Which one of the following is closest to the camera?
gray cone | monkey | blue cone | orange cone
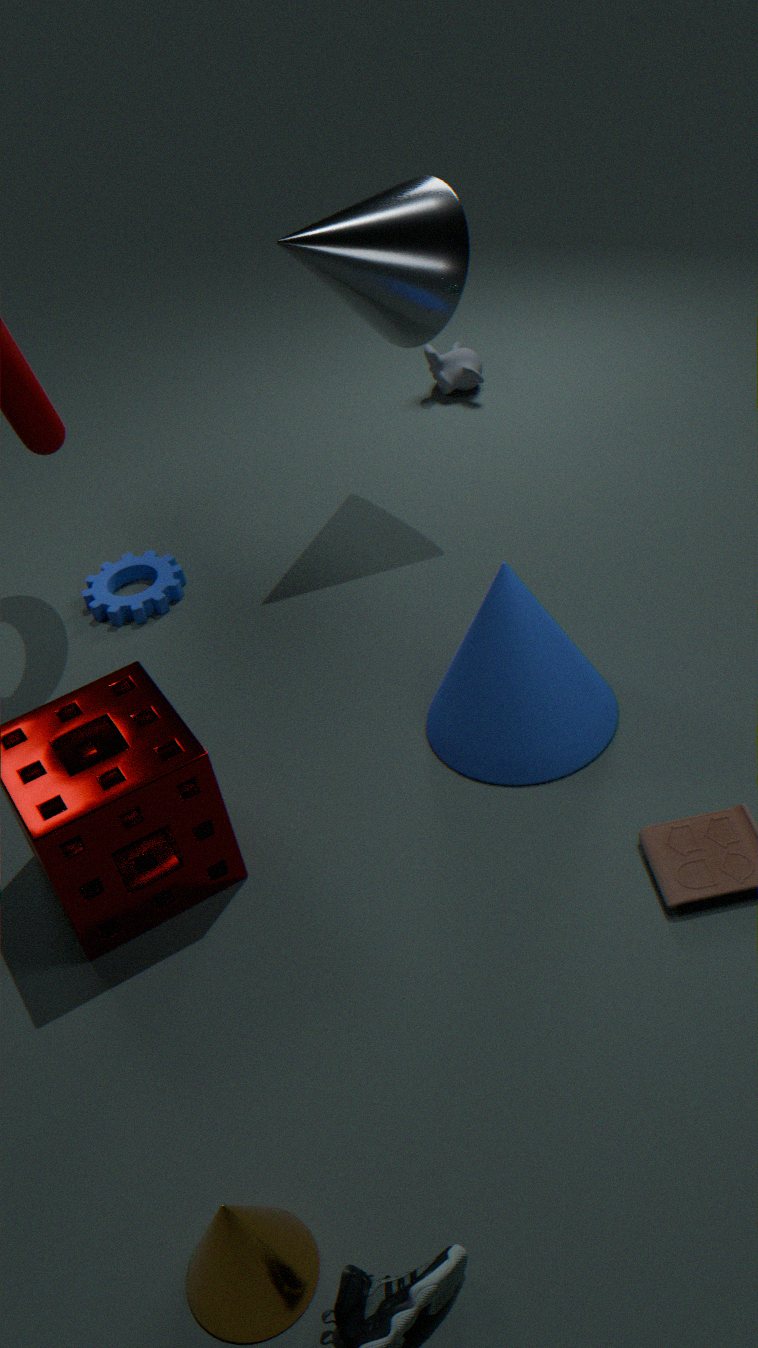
orange cone
